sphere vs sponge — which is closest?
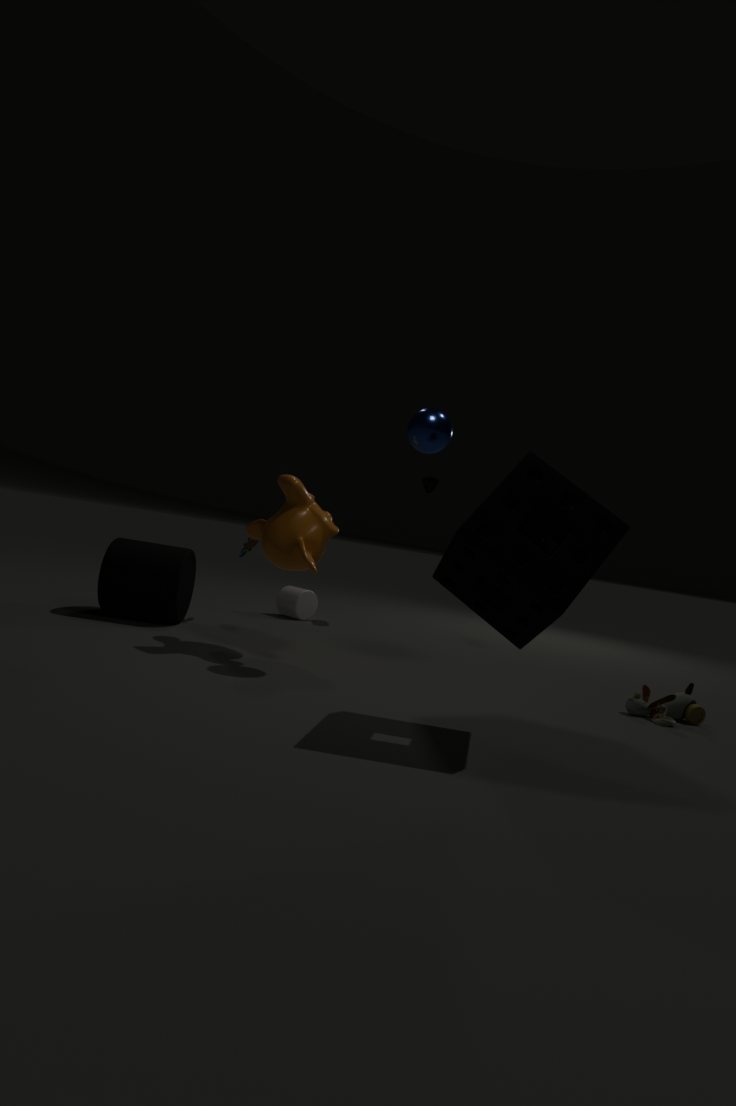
sponge
